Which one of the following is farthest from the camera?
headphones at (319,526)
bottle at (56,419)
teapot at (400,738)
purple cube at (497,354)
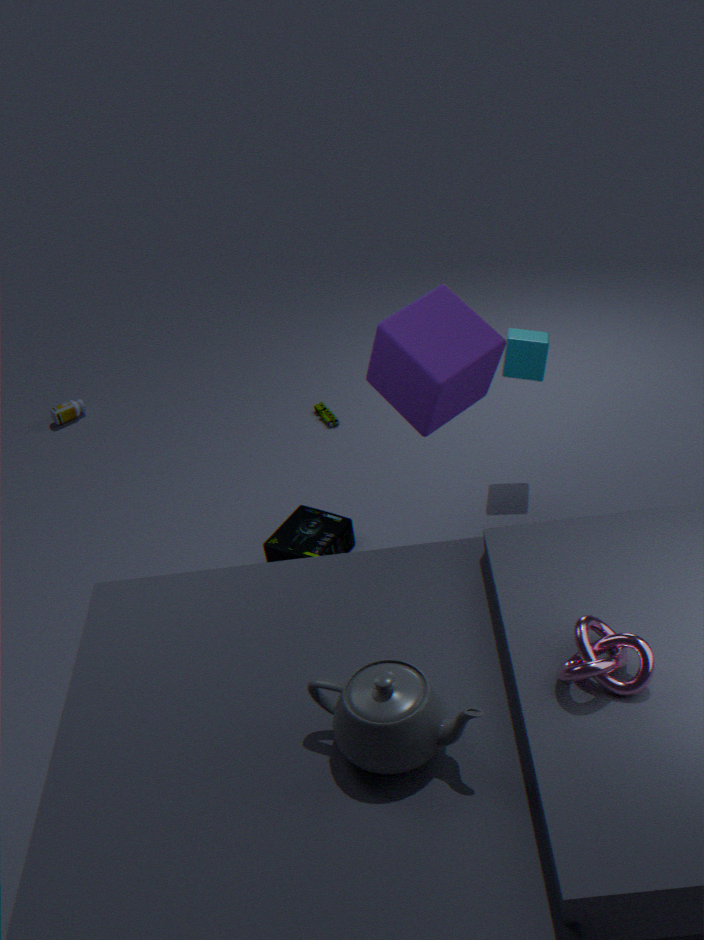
bottle at (56,419)
